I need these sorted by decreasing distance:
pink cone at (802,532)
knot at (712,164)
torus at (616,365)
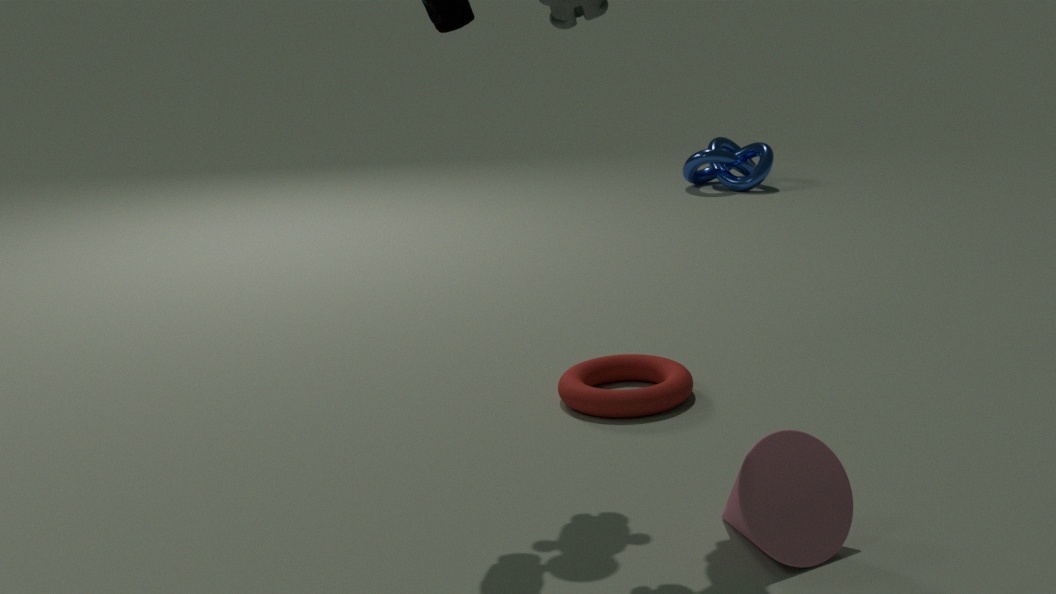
knot at (712,164) → torus at (616,365) → pink cone at (802,532)
